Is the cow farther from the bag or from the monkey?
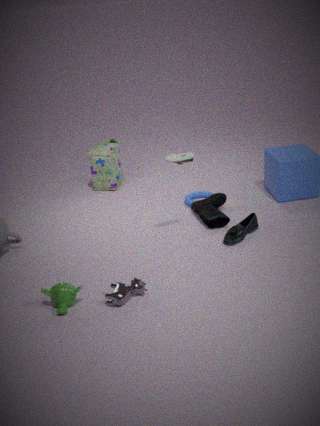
the bag
